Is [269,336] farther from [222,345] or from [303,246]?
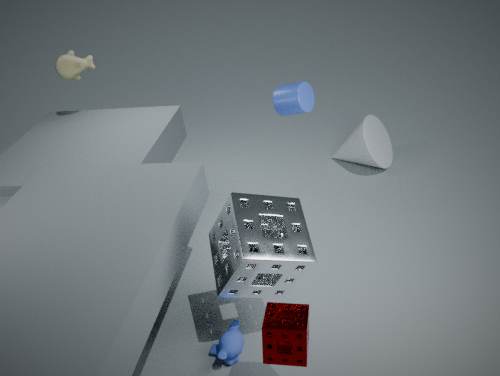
[222,345]
